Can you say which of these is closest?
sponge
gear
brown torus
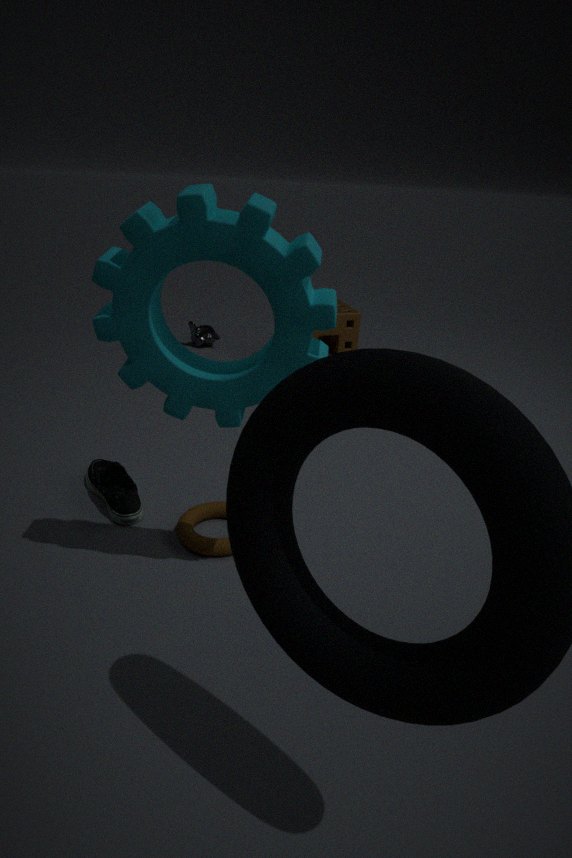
gear
